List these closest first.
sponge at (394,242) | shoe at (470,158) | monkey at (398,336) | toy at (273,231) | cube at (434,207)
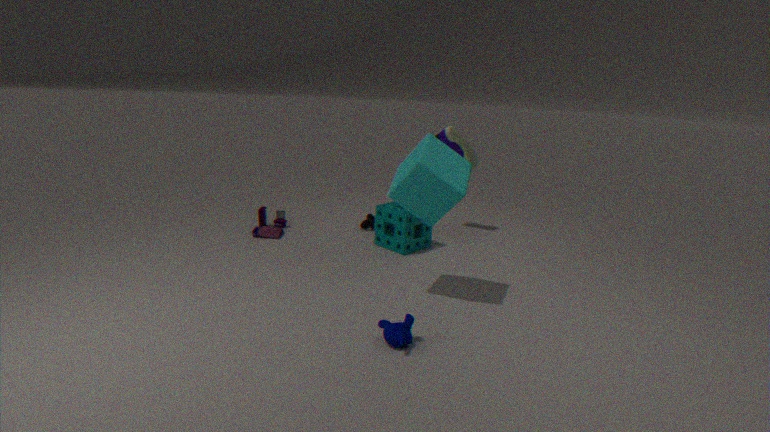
monkey at (398,336) → cube at (434,207) → sponge at (394,242) → toy at (273,231) → shoe at (470,158)
